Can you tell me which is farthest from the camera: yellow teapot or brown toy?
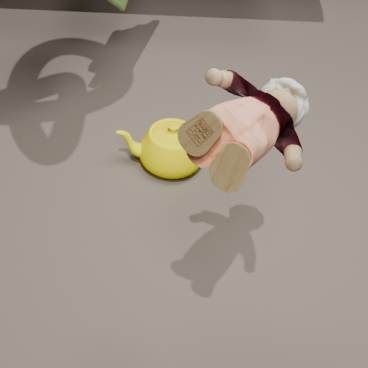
yellow teapot
